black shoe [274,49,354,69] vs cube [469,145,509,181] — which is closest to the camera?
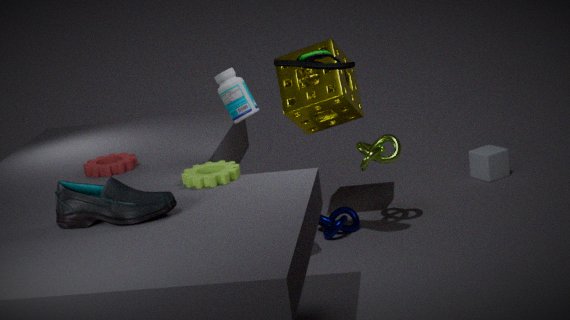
black shoe [274,49,354,69]
